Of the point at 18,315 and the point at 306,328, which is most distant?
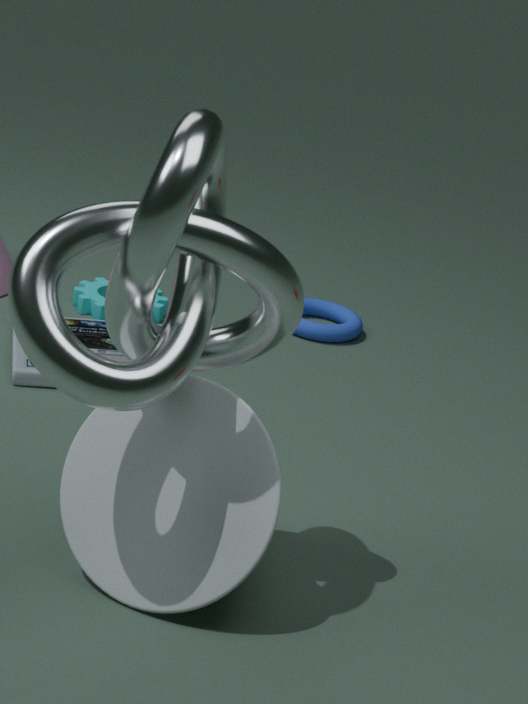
the point at 306,328
